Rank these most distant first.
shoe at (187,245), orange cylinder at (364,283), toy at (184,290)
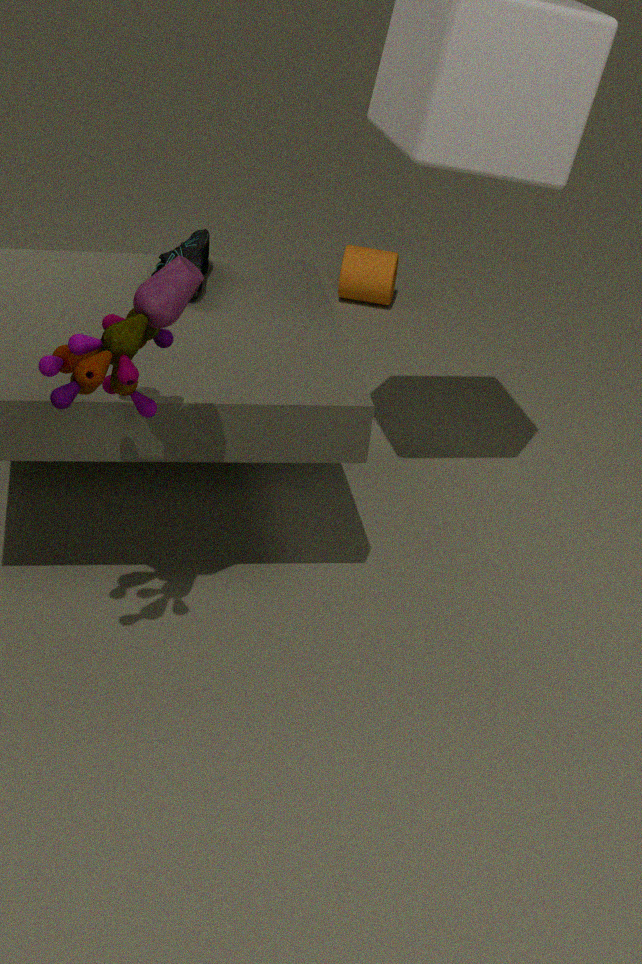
orange cylinder at (364,283)
shoe at (187,245)
toy at (184,290)
